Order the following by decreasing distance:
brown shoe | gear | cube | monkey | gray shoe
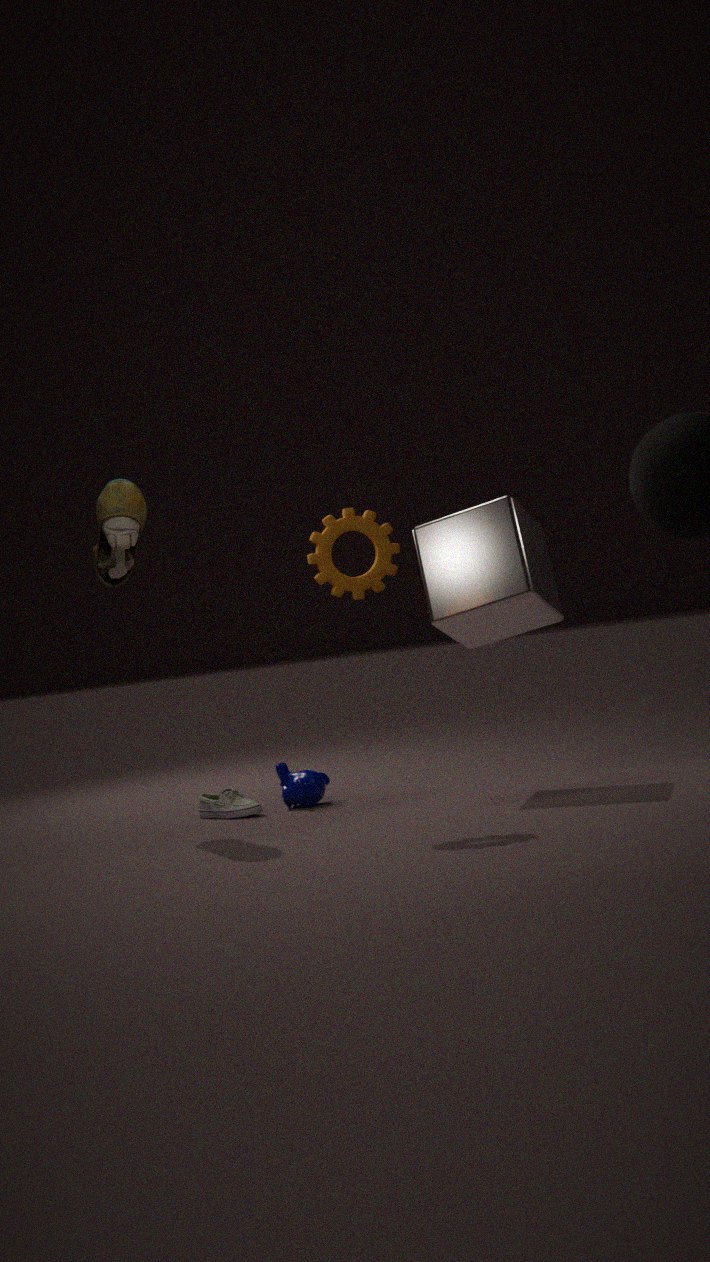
monkey
gray shoe
cube
brown shoe
gear
